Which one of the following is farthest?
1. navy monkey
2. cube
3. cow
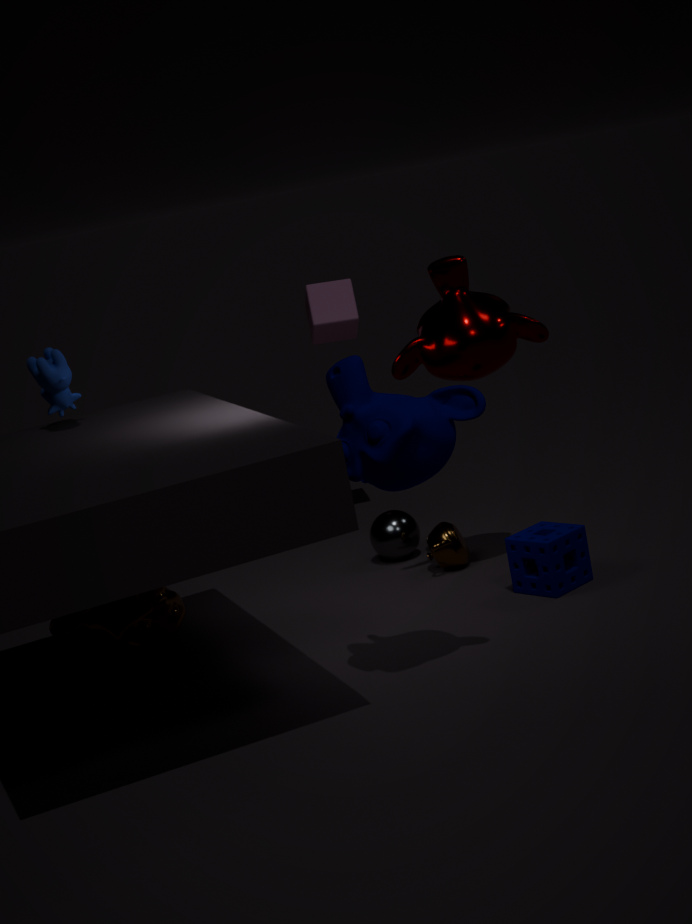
cube
